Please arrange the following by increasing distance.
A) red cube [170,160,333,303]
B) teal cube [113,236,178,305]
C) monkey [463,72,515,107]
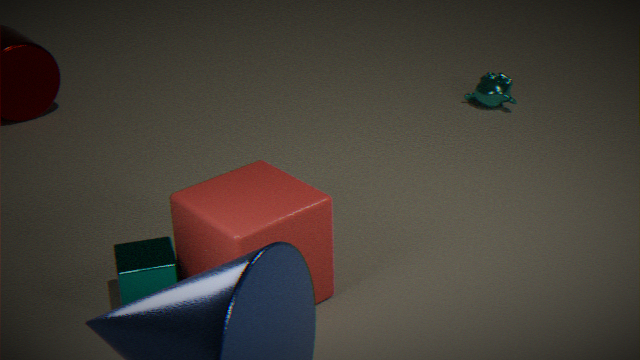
1. red cube [170,160,333,303]
2. teal cube [113,236,178,305]
3. monkey [463,72,515,107]
